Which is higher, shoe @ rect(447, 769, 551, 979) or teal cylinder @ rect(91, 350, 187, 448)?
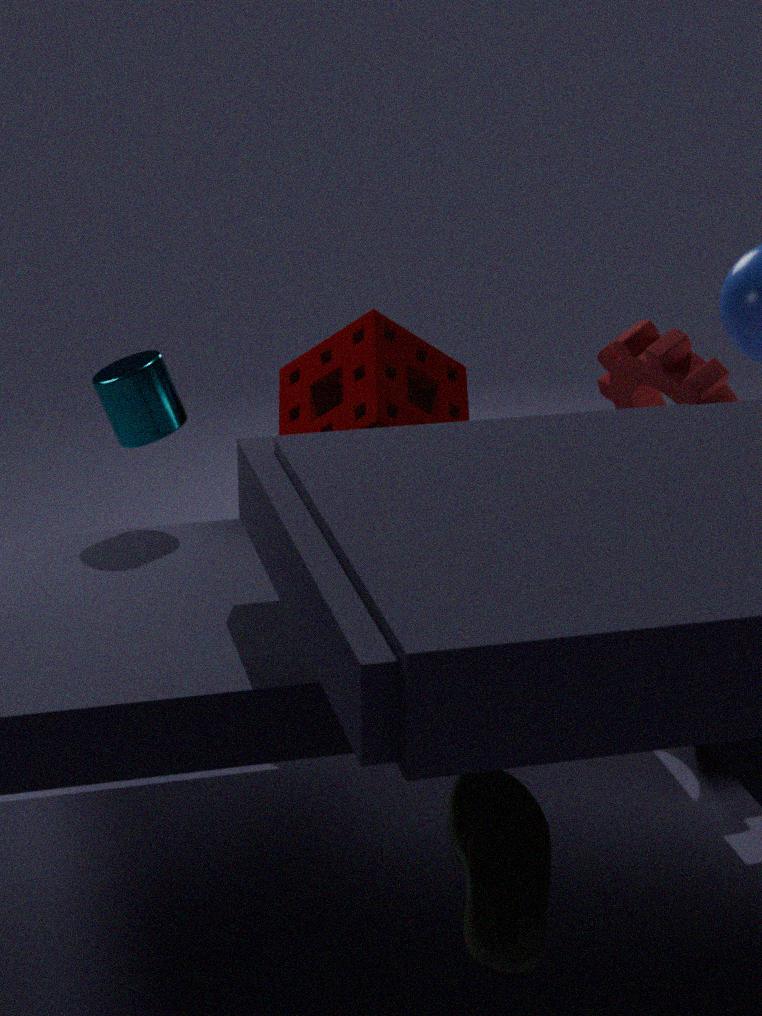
teal cylinder @ rect(91, 350, 187, 448)
